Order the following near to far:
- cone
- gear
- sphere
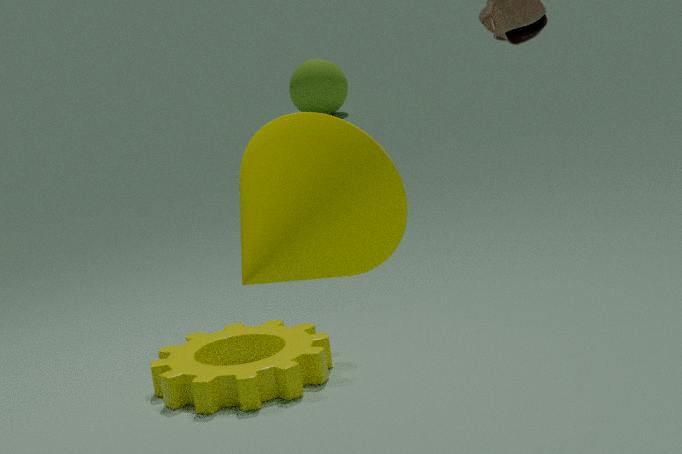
cone, gear, sphere
